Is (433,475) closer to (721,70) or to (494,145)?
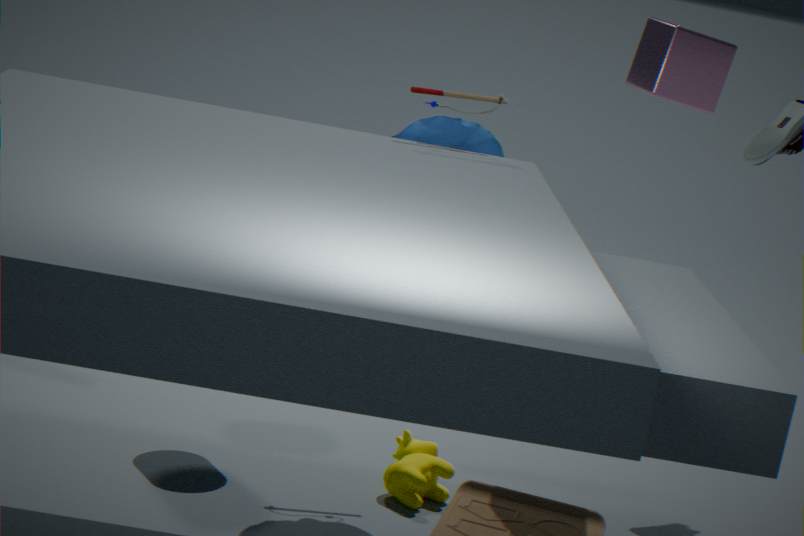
(494,145)
